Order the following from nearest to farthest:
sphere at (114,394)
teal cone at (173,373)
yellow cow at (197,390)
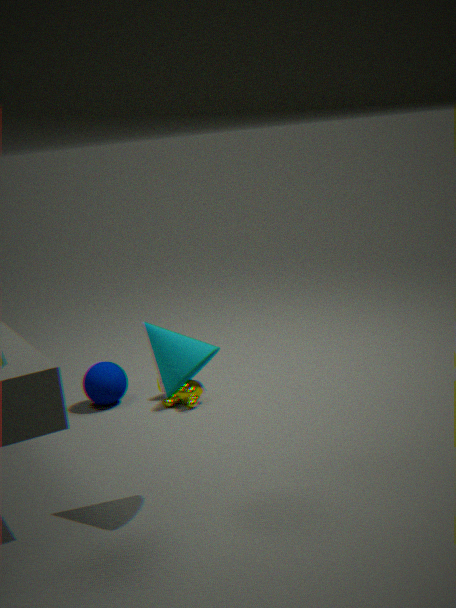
1. teal cone at (173,373)
2. yellow cow at (197,390)
3. sphere at (114,394)
